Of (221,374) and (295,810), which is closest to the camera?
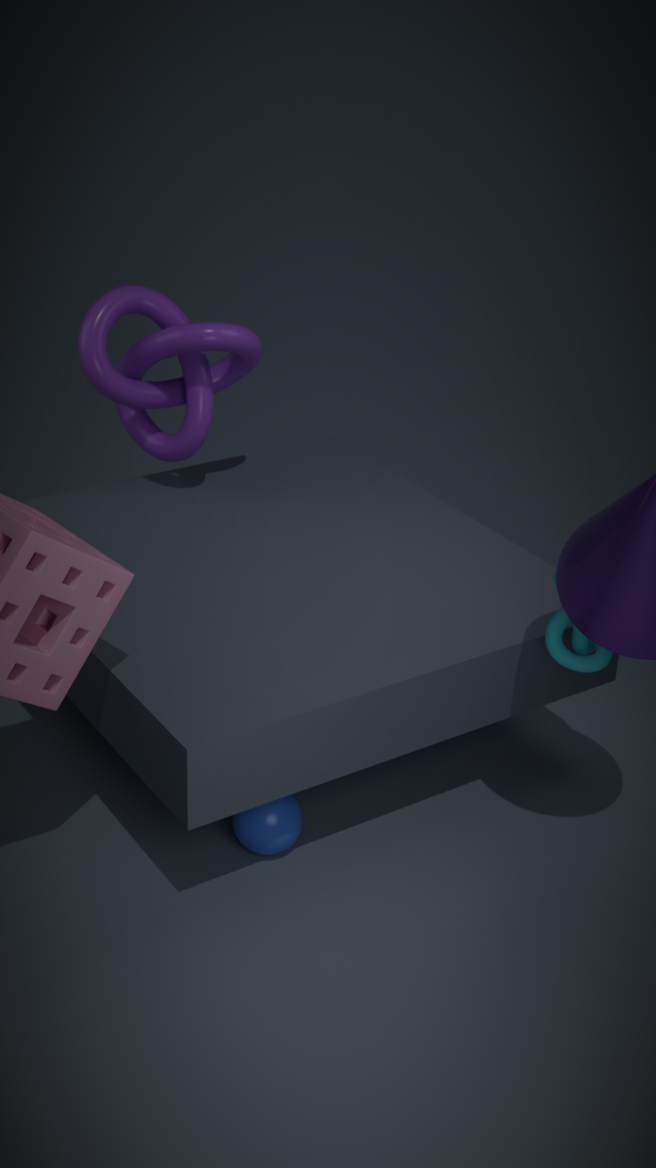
(295,810)
